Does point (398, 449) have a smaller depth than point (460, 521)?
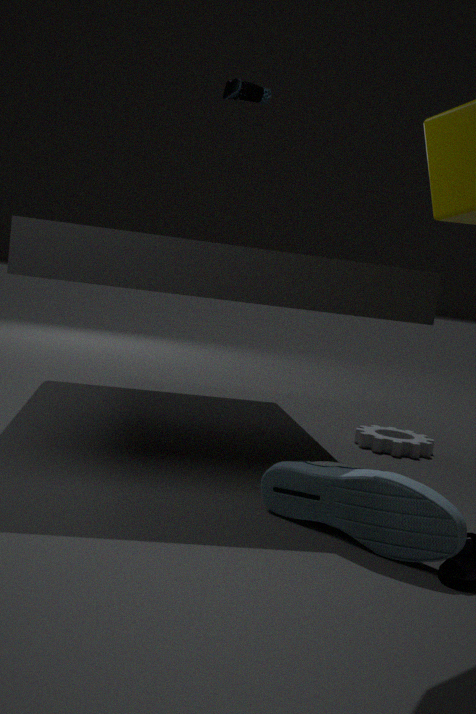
No
